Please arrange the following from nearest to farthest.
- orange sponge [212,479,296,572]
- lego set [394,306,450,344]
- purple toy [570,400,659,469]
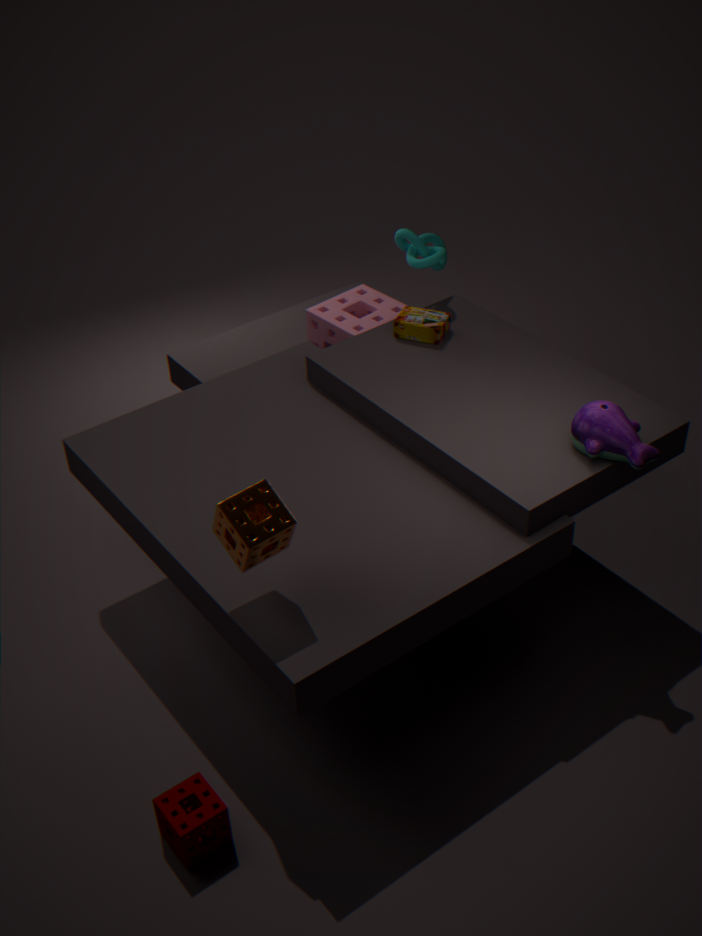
orange sponge [212,479,296,572], purple toy [570,400,659,469], lego set [394,306,450,344]
